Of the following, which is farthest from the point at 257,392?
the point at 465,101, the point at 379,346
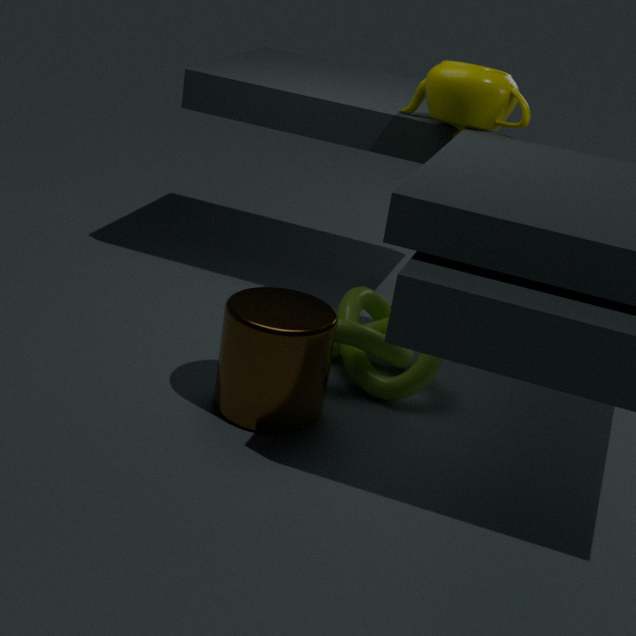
Answer: the point at 465,101
